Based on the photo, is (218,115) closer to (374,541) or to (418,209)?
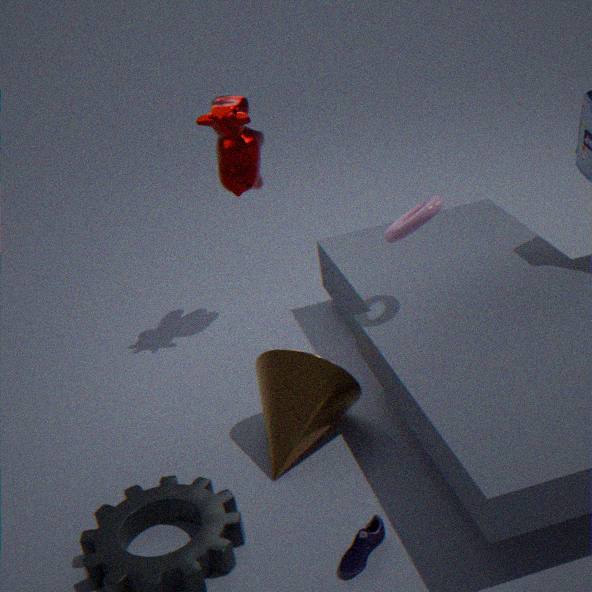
(418,209)
